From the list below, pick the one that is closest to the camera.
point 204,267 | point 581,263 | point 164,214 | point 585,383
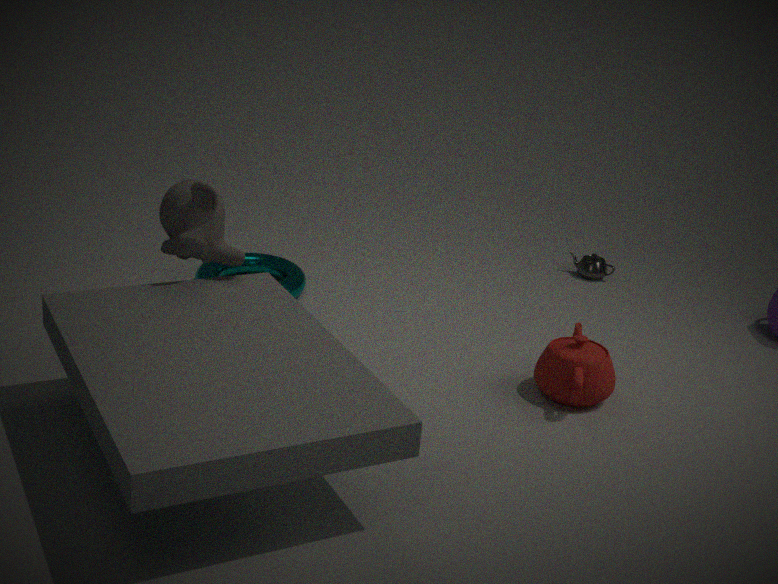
point 164,214
